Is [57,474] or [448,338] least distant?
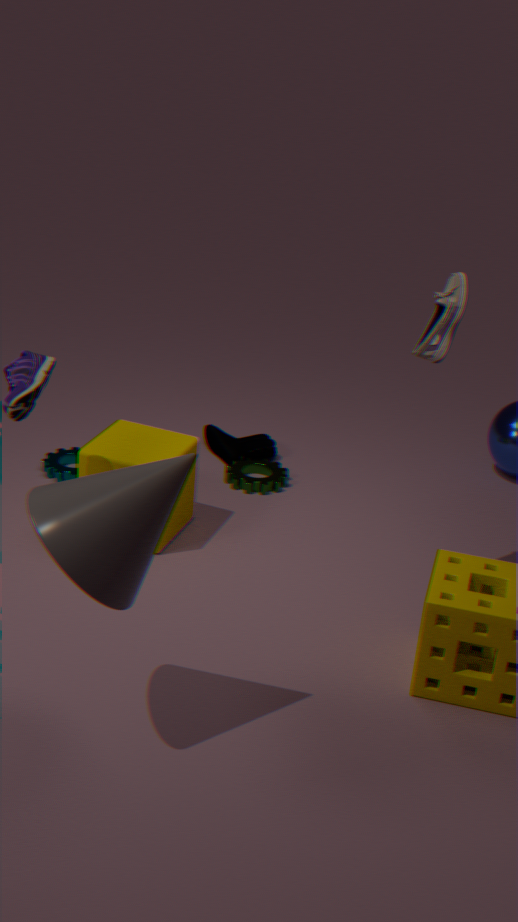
[448,338]
